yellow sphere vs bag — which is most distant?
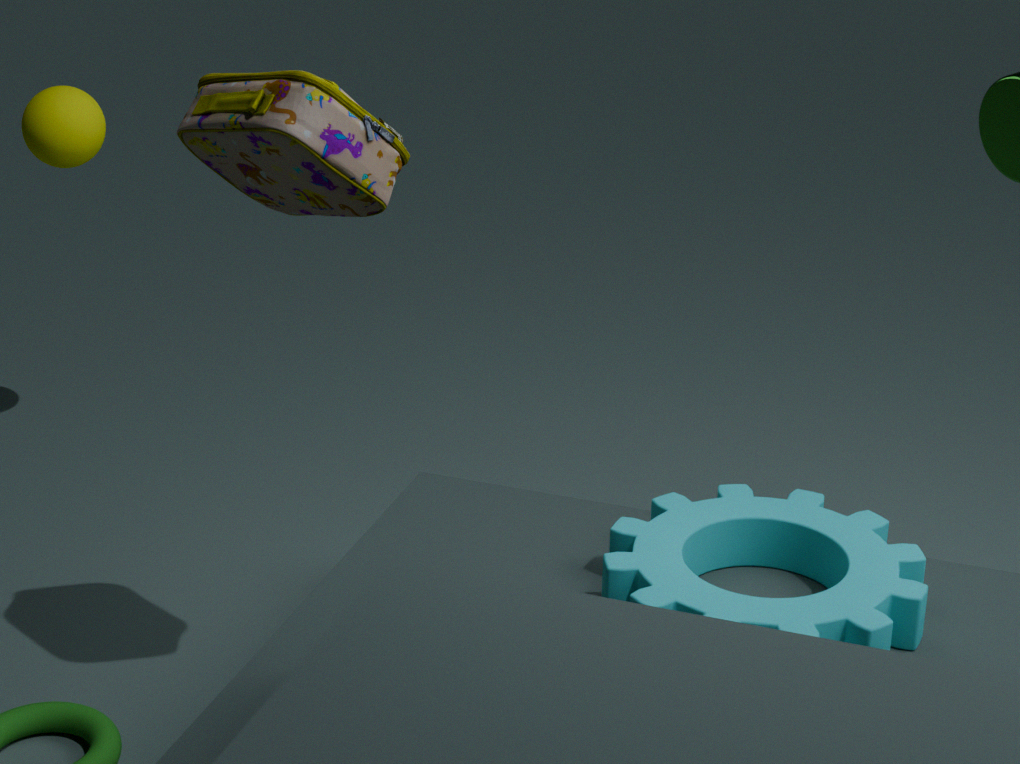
yellow sphere
